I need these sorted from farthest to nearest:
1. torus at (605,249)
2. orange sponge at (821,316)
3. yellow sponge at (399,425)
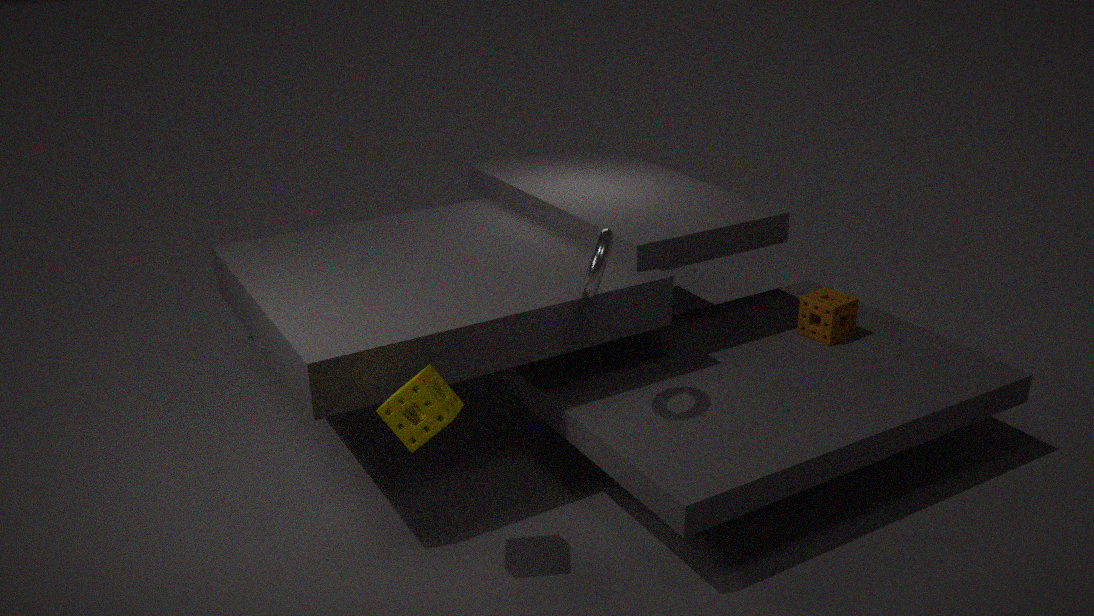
orange sponge at (821,316) → torus at (605,249) → yellow sponge at (399,425)
